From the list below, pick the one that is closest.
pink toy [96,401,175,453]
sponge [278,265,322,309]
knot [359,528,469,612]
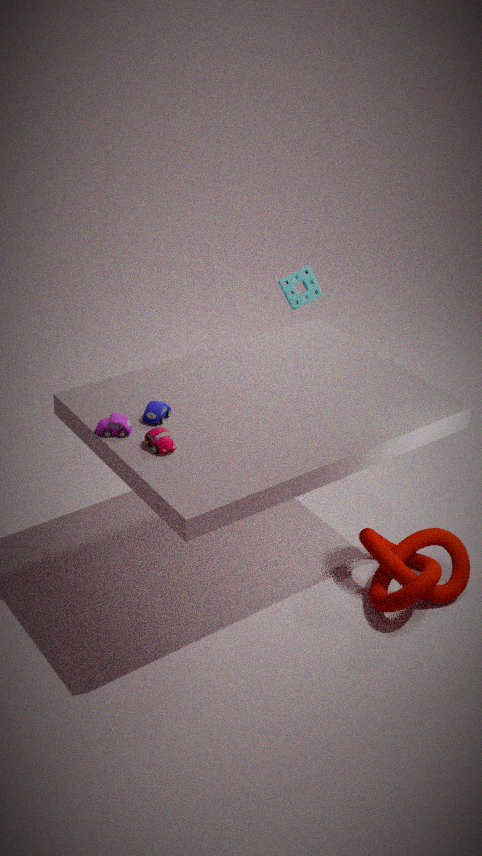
pink toy [96,401,175,453]
